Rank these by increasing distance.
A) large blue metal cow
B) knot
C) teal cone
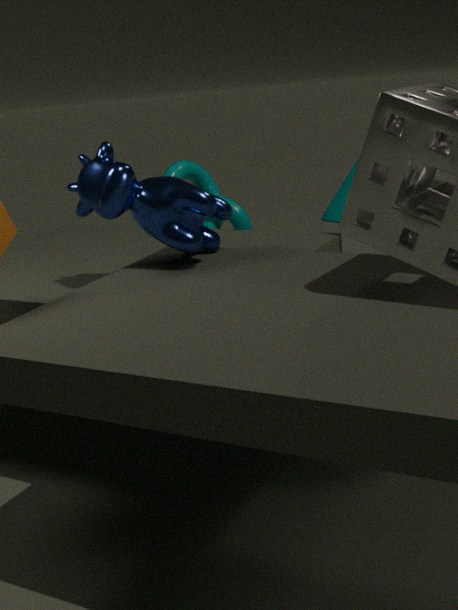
large blue metal cow
teal cone
knot
